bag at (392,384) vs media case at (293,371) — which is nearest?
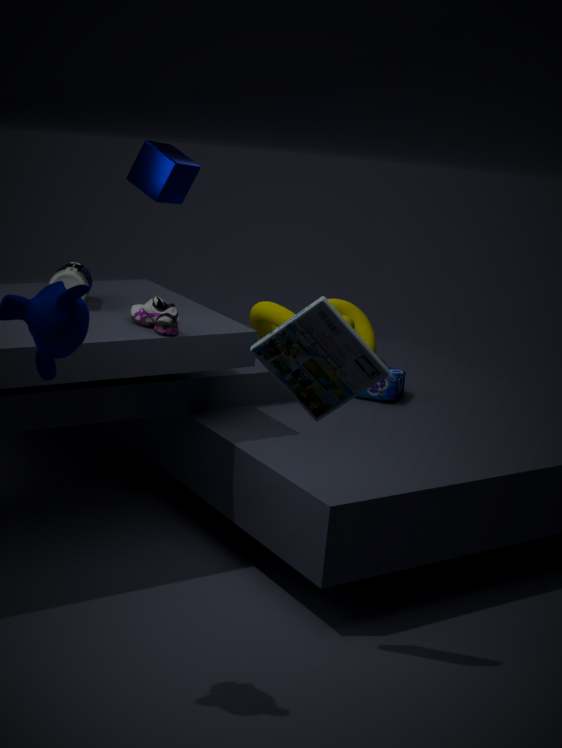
media case at (293,371)
